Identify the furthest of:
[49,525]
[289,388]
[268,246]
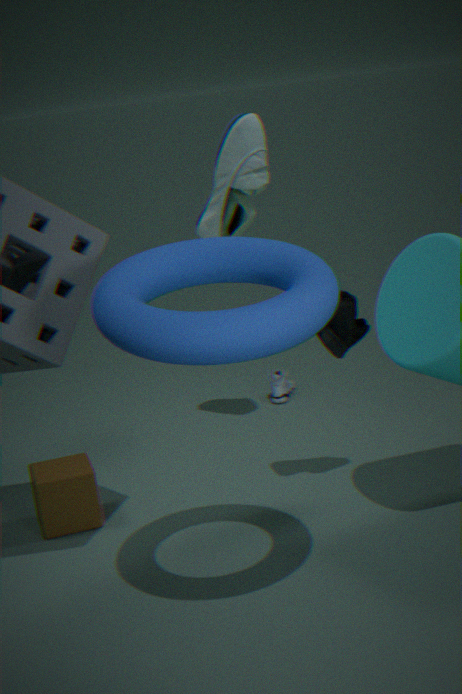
[289,388]
